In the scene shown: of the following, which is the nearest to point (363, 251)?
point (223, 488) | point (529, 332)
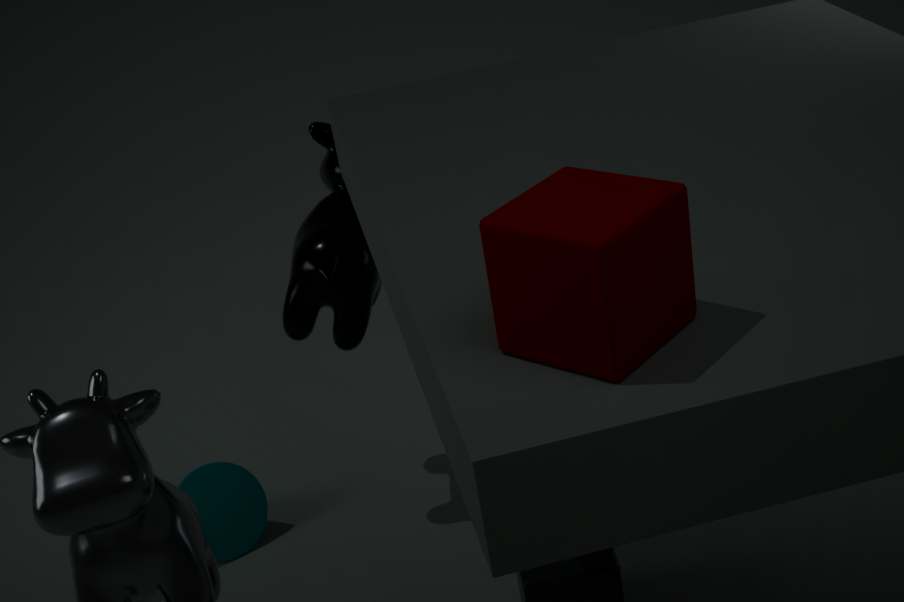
point (223, 488)
